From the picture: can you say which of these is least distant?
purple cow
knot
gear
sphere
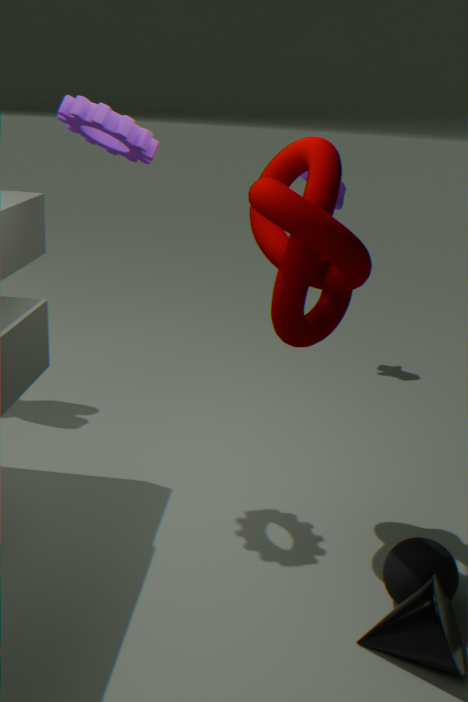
knot
